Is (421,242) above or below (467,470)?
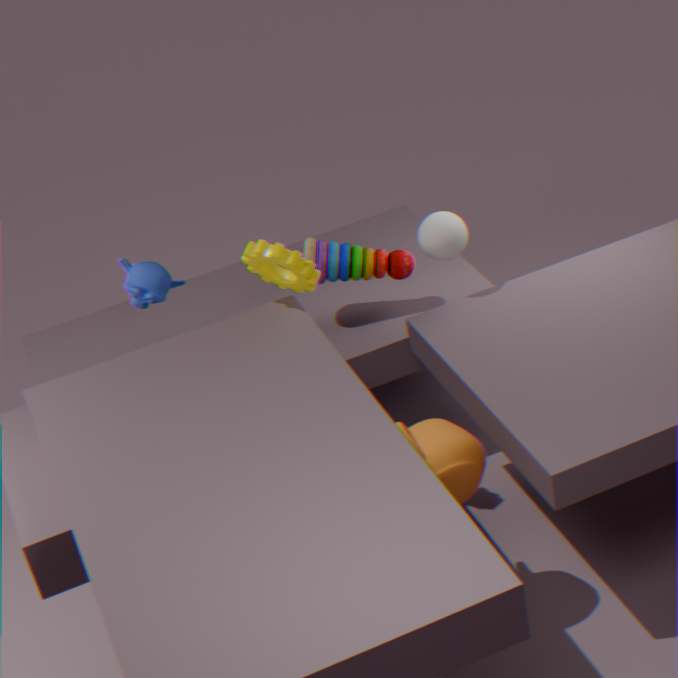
above
